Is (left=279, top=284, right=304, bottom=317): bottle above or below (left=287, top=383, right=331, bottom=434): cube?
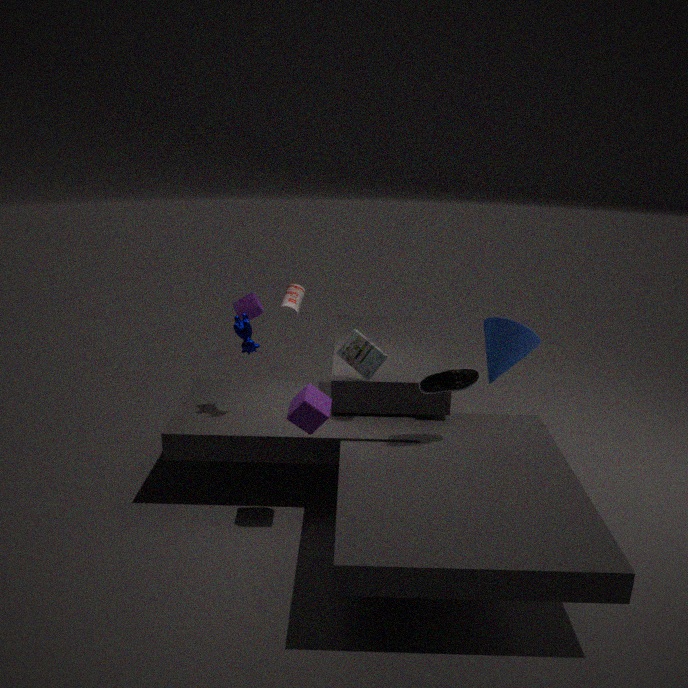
above
